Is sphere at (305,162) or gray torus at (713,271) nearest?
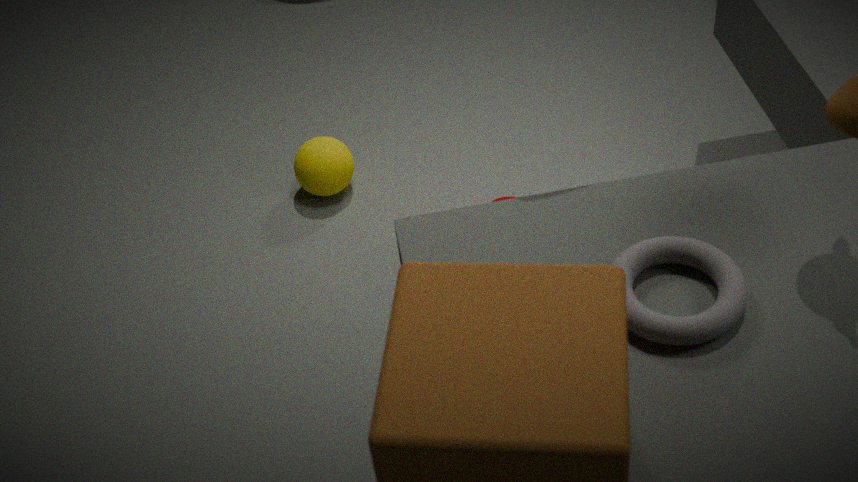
gray torus at (713,271)
